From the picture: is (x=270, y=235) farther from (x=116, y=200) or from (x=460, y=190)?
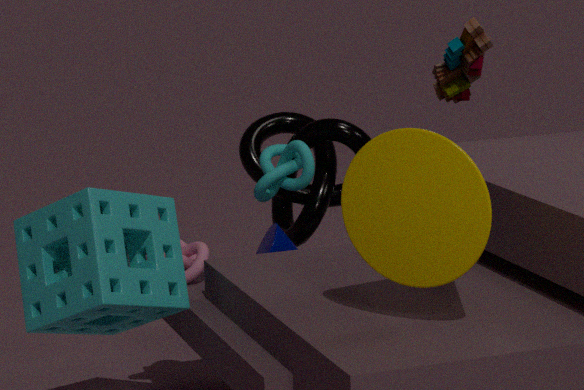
(x=460, y=190)
